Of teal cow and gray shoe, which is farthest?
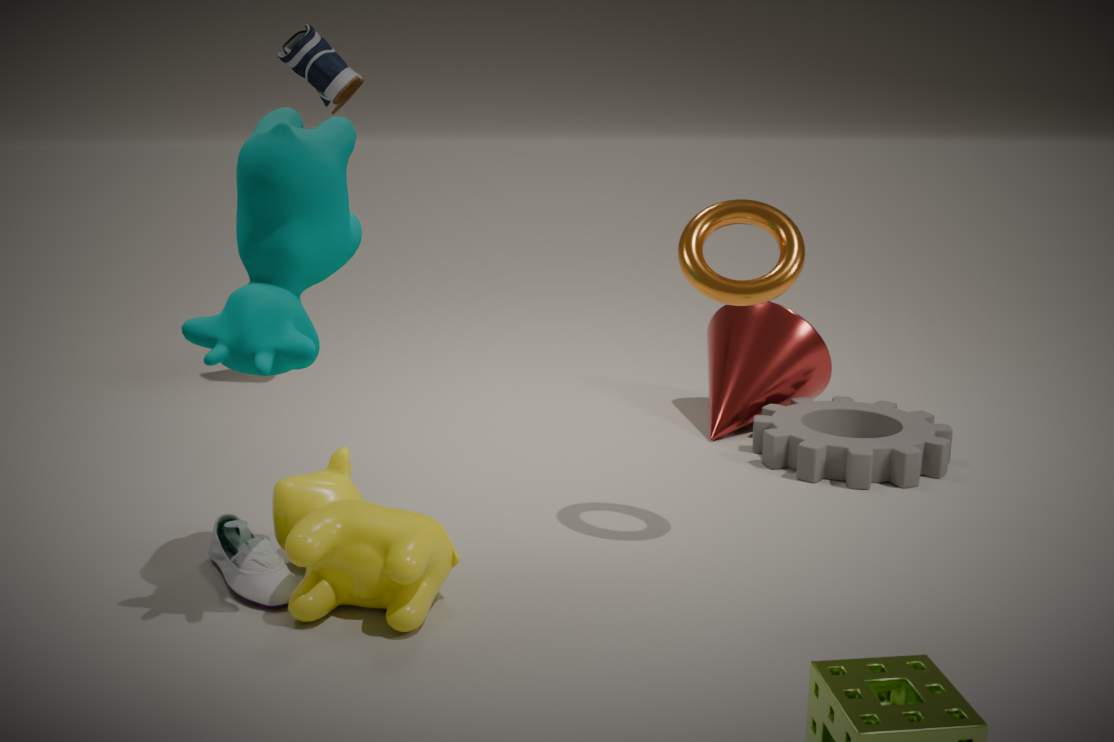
gray shoe
